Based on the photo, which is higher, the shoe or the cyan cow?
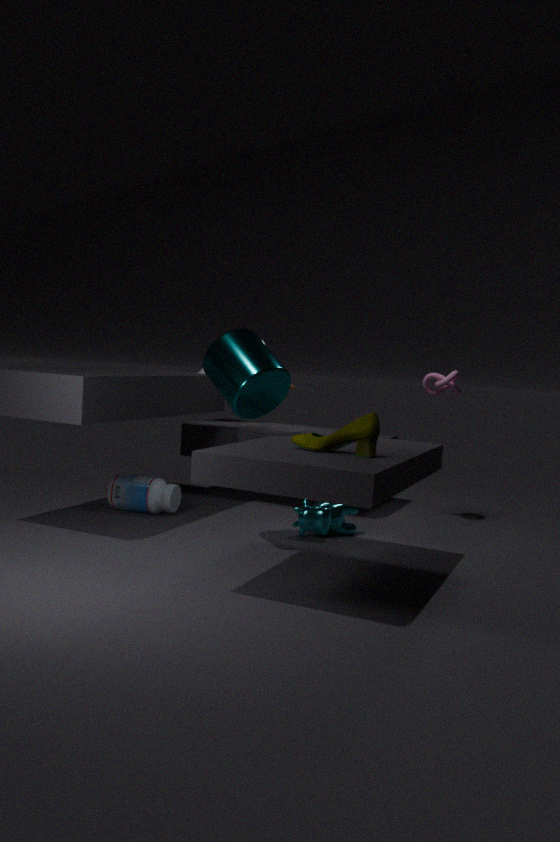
the shoe
